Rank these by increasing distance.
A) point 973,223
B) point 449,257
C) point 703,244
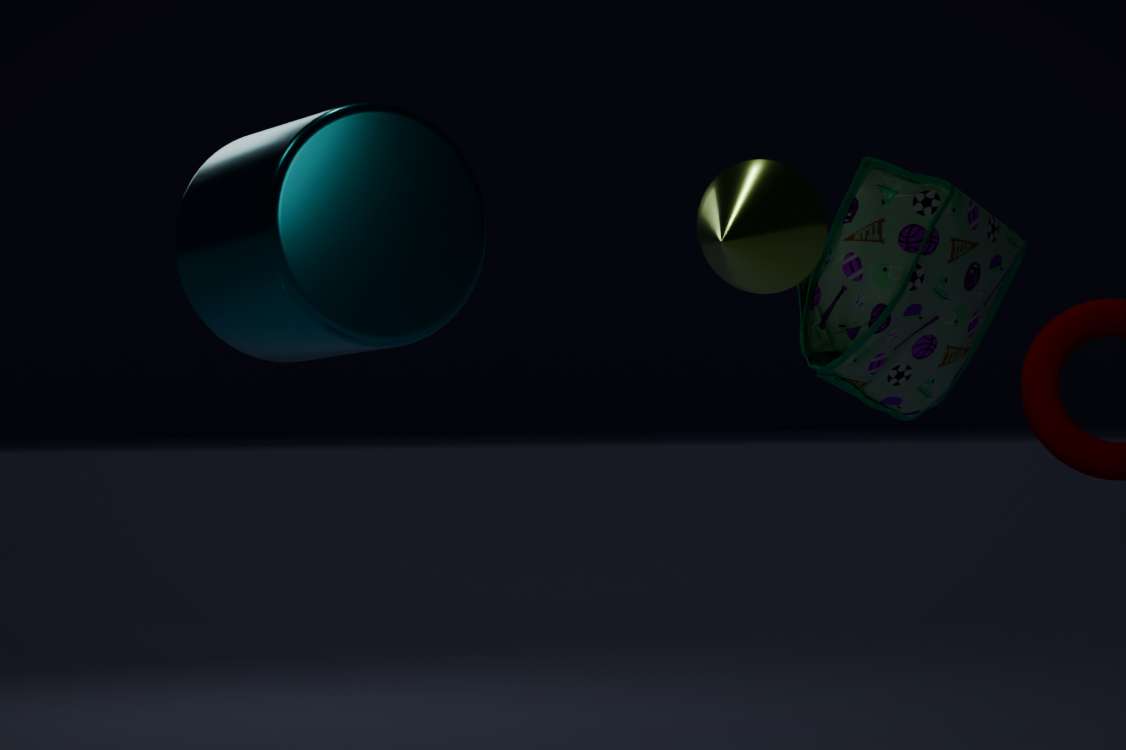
point 449,257
point 703,244
point 973,223
